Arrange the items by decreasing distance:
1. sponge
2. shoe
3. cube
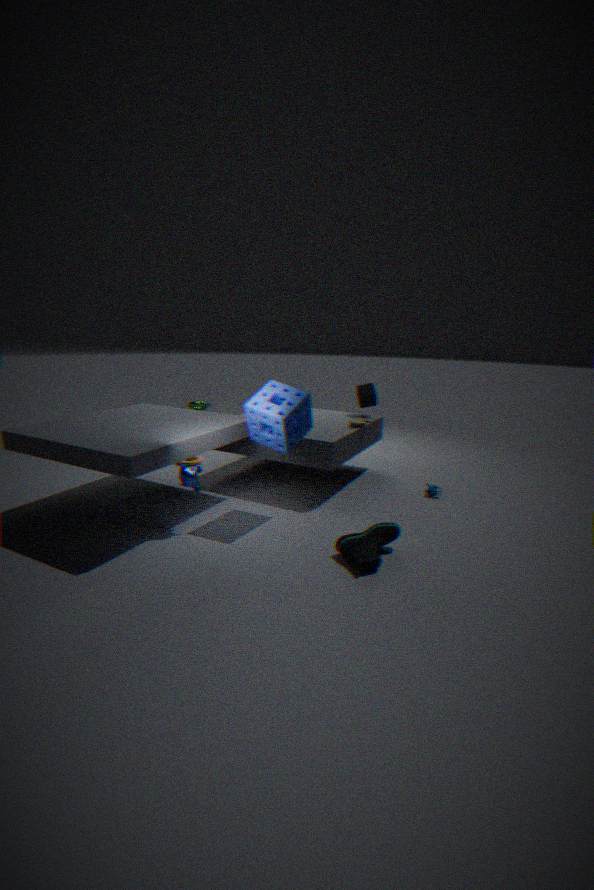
1. cube
2. sponge
3. shoe
